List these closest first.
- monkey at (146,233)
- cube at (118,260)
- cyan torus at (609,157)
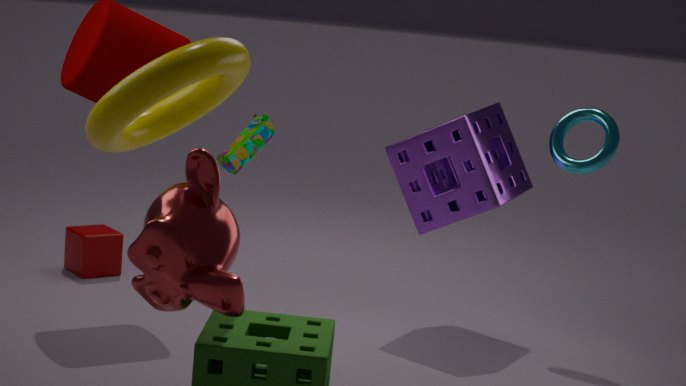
monkey at (146,233) → cyan torus at (609,157) → cube at (118,260)
